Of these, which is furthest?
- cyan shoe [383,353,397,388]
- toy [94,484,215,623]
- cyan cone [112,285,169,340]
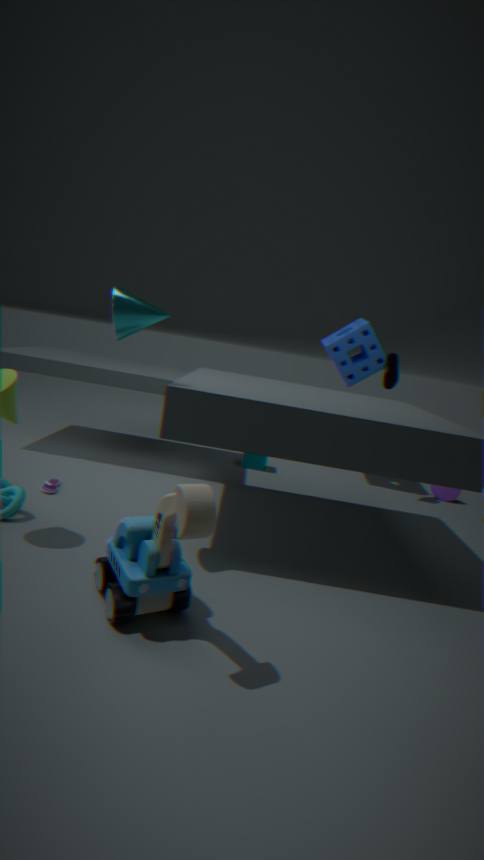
cyan shoe [383,353,397,388]
